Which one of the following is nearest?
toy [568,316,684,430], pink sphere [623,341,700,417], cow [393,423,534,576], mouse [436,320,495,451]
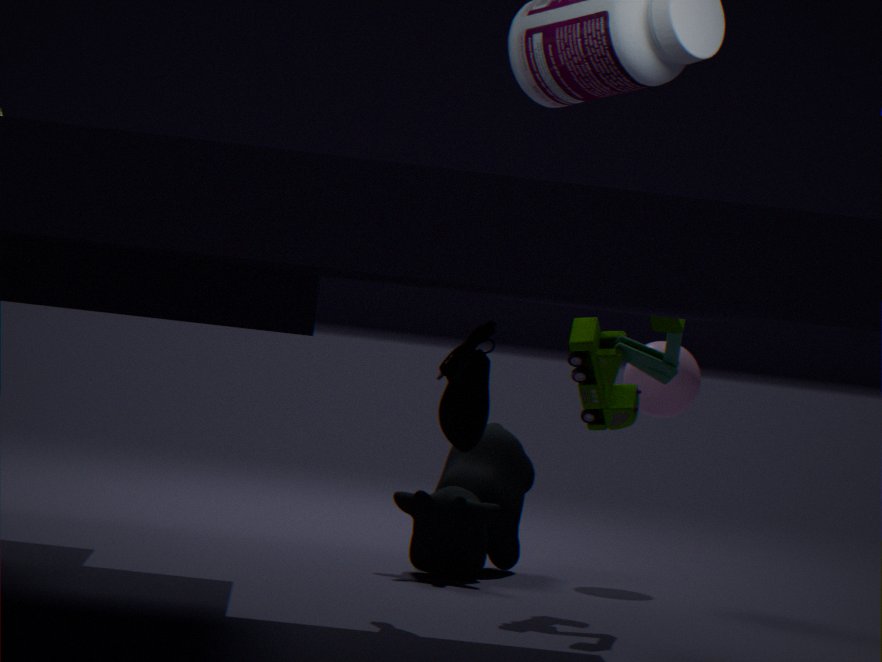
mouse [436,320,495,451]
